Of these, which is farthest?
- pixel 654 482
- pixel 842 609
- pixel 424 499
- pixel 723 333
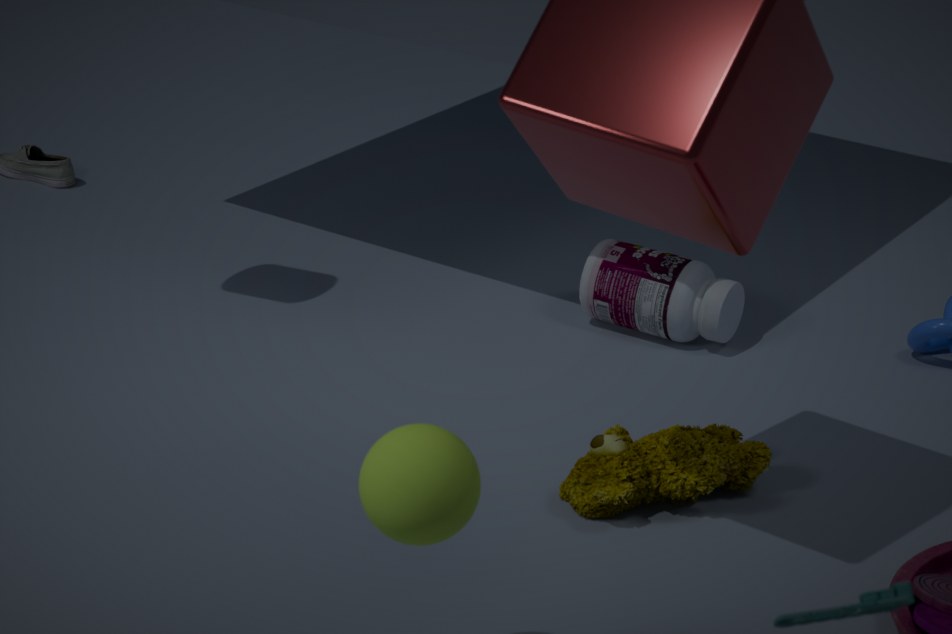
pixel 723 333
